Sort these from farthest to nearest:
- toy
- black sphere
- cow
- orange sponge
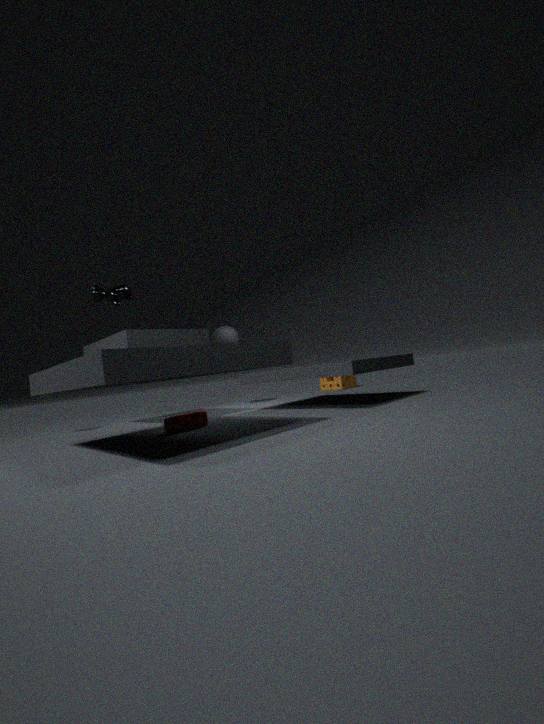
orange sponge → black sphere → toy → cow
